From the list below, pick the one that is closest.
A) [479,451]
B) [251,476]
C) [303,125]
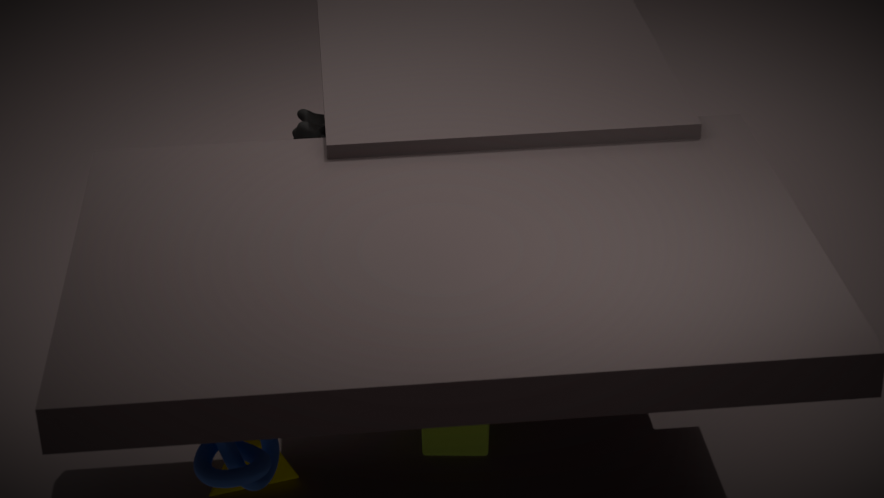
[251,476]
